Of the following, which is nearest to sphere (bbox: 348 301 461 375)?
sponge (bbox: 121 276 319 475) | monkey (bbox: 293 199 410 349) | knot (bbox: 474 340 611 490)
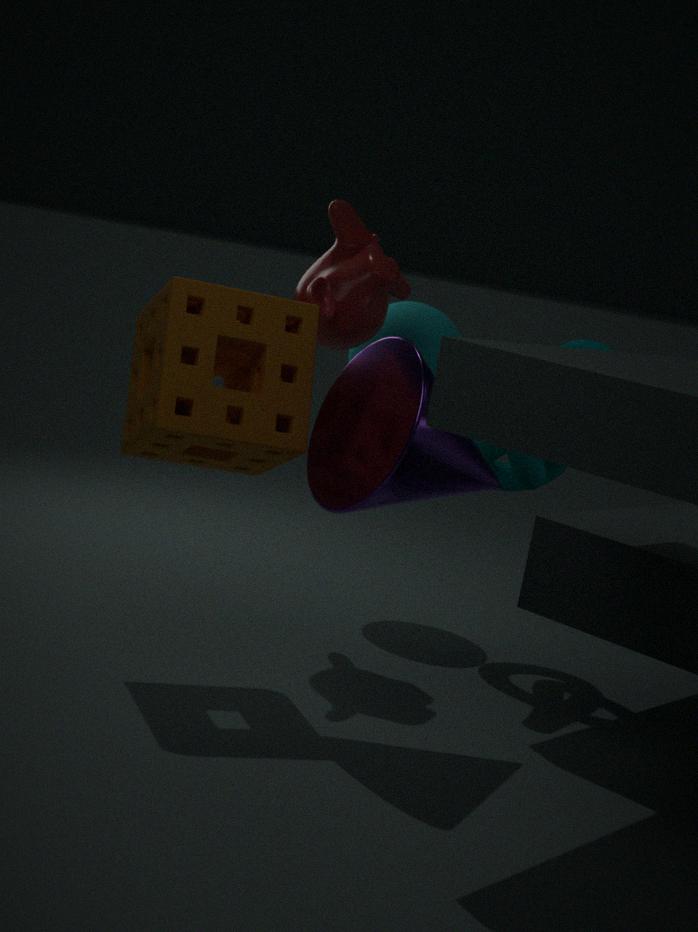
monkey (bbox: 293 199 410 349)
